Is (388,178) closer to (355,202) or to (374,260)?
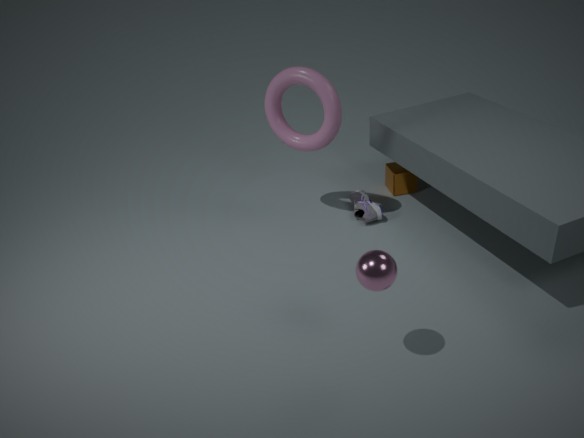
(355,202)
